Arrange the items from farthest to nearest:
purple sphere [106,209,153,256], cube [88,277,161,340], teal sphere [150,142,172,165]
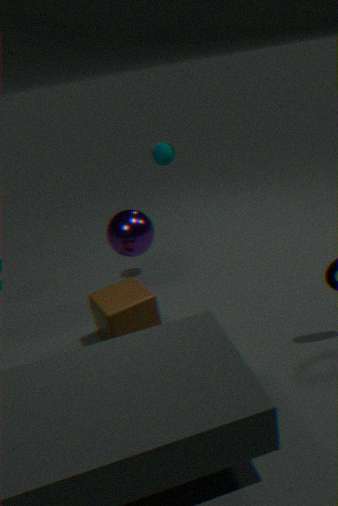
teal sphere [150,142,172,165] < purple sphere [106,209,153,256] < cube [88,277,161,340]
